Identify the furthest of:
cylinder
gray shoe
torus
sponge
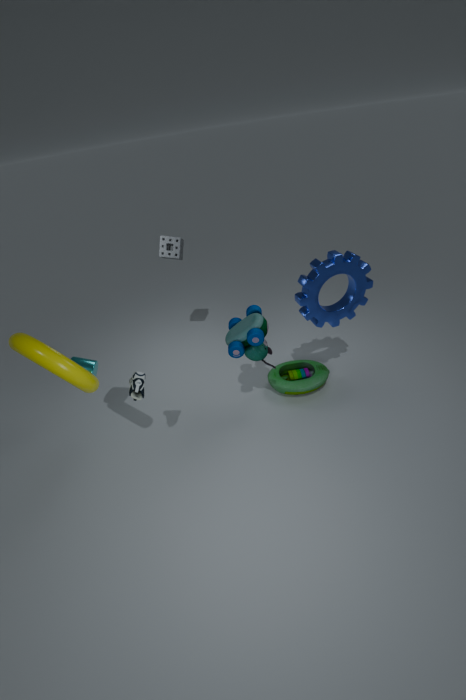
sponge
